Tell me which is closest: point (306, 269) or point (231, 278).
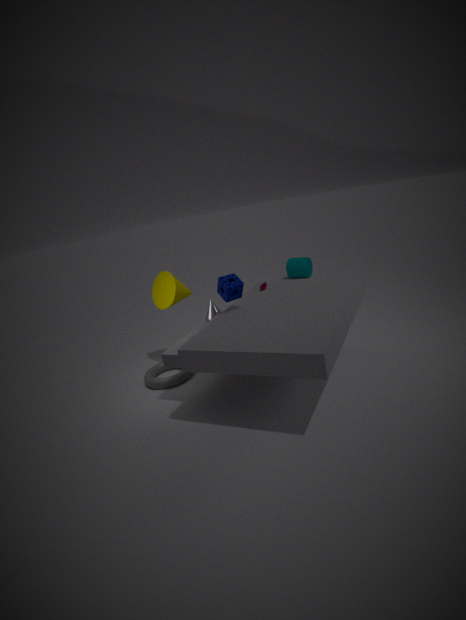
point (231, 278)
